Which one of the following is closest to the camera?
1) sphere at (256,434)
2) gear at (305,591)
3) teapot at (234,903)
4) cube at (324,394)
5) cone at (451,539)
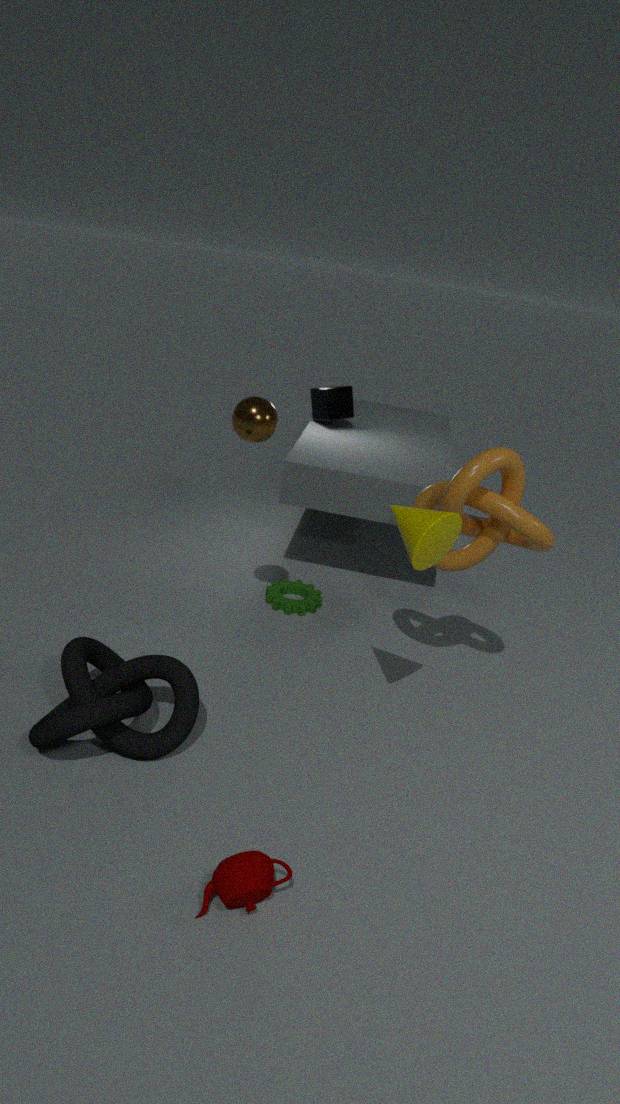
3. teapot at (234,903)
